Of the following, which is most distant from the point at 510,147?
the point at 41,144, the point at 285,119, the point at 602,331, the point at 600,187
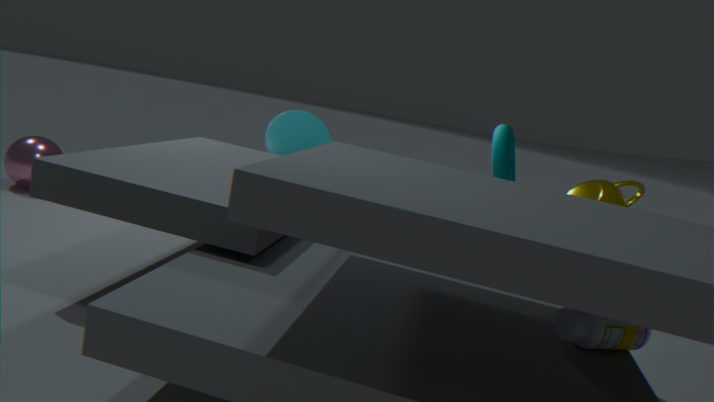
the point at 41,144
